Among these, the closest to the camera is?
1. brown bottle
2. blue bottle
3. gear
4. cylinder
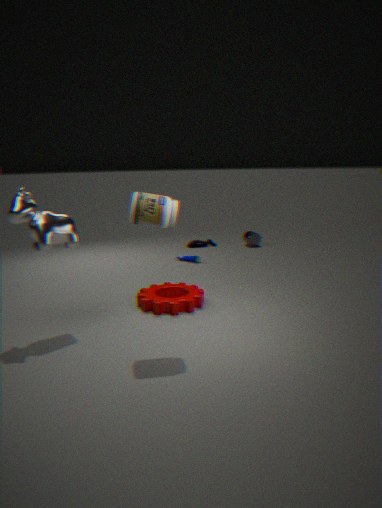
brown bottle
